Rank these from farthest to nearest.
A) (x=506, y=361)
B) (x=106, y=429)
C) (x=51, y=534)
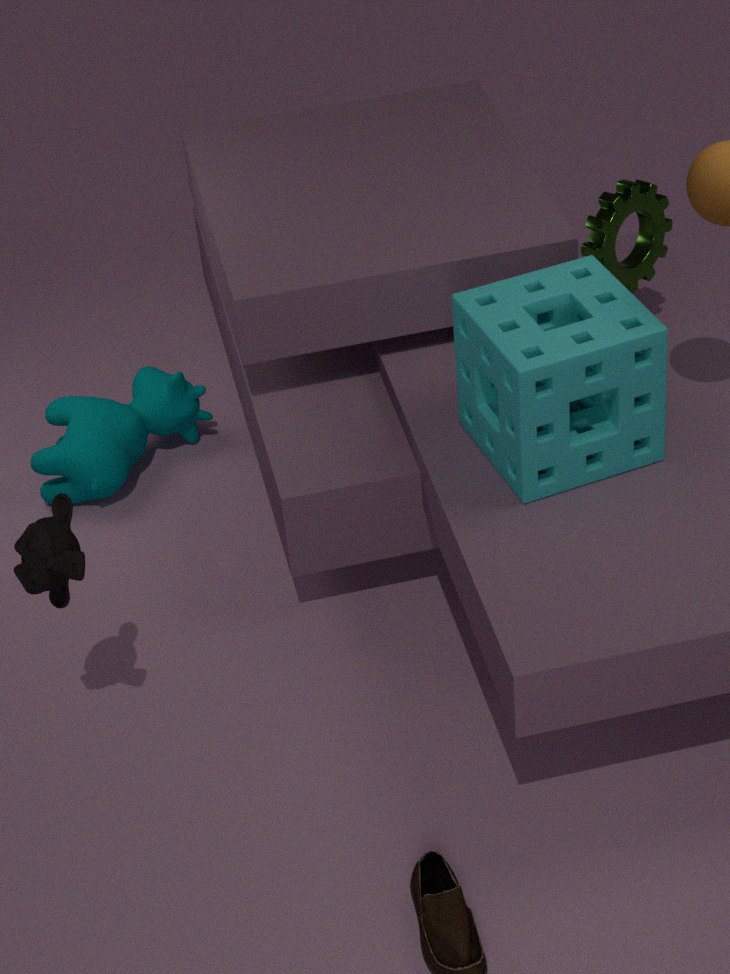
1. (x=106, y=429)
2. (x=506, y=361)
3. (x=51, y=534)
